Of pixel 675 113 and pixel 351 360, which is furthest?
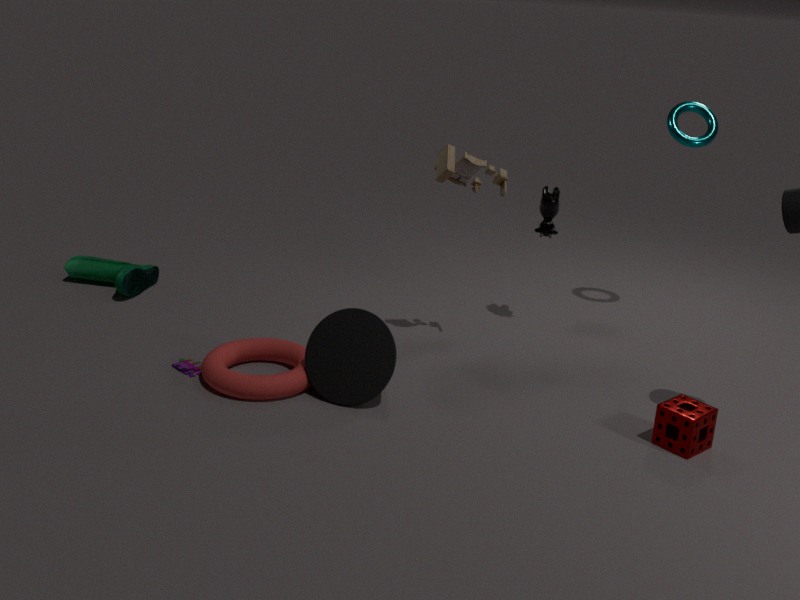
pixel 675 113
